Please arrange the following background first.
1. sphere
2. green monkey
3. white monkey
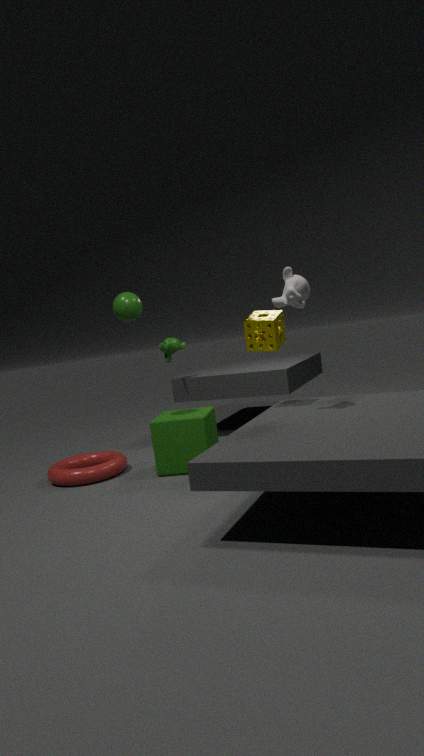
green monkey, sphere, white monkey
